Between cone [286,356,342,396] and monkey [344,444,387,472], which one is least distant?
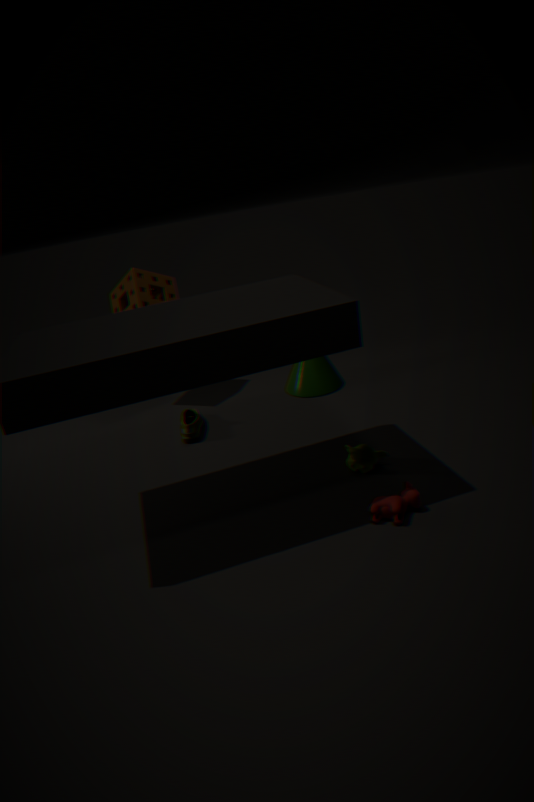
monkey [344,444,387,472]
